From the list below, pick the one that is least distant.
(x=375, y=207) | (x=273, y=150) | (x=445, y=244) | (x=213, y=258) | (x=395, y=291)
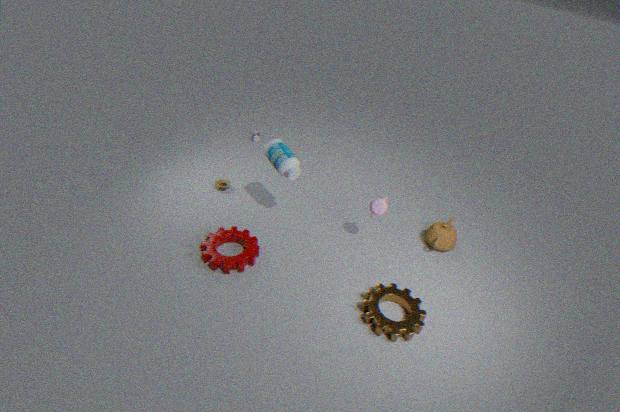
(x=395, y=291)
